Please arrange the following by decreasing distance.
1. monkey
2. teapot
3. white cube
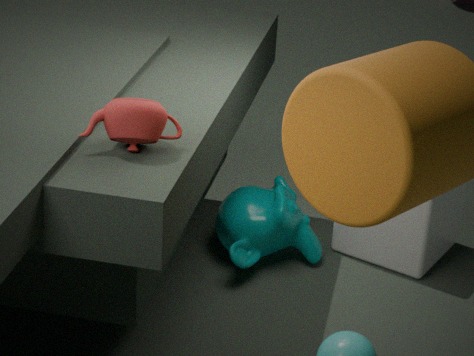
white cube → monkey → teapot
